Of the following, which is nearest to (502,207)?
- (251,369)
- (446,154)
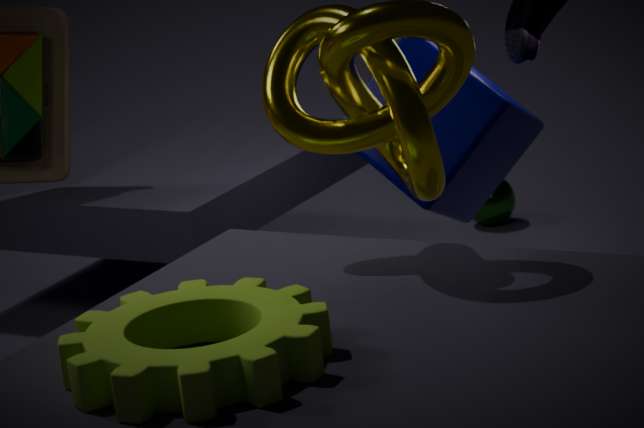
(446,154)
